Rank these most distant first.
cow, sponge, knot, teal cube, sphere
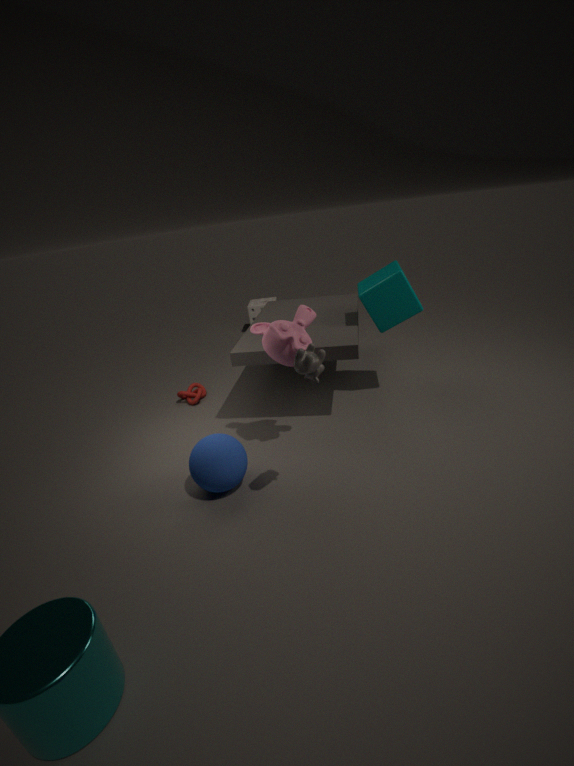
1. sponge
2. knot
3. teal cube
4. sphere
5. cow
